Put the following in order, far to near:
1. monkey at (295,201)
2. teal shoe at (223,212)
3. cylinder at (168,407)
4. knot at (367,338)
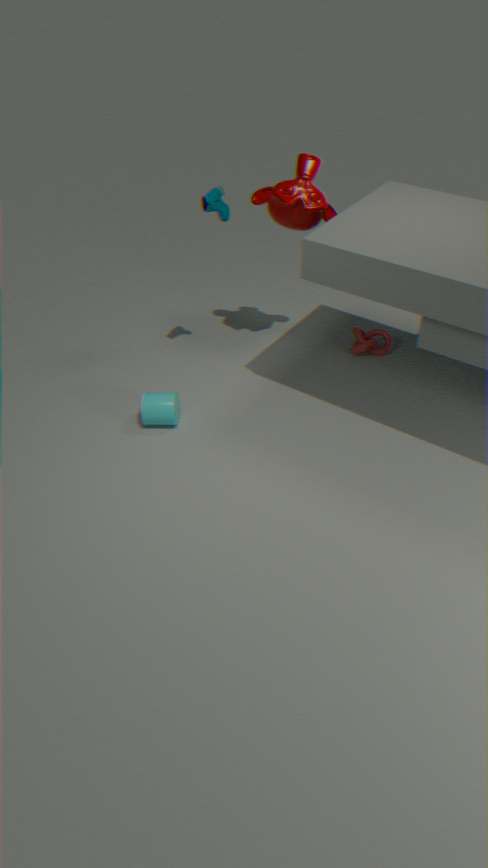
1. knot at (367,338)
2. cylinder at (168,407)
3. monkey at (295,201)
4. teal shoe at (223,212)
